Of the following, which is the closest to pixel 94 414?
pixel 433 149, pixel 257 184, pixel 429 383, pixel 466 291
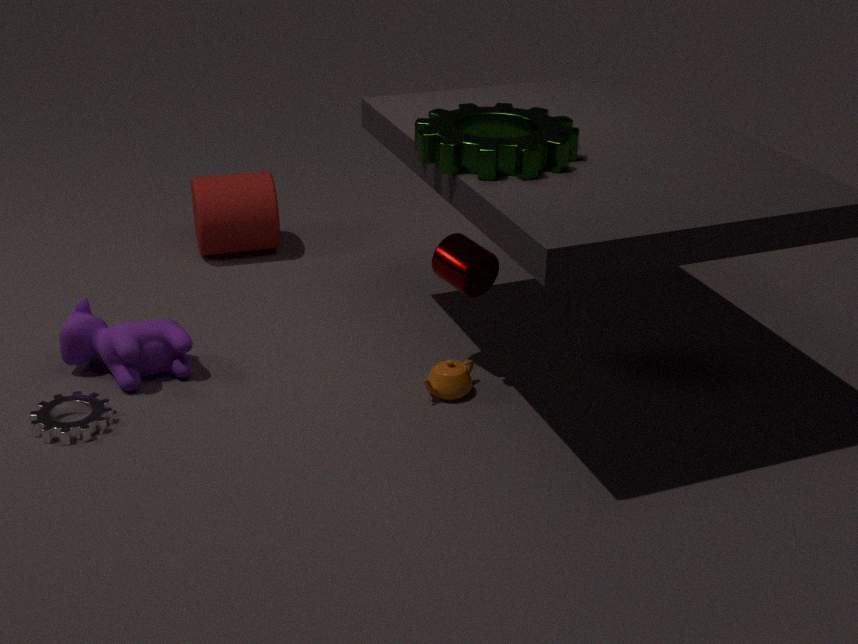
pixel 429 383
